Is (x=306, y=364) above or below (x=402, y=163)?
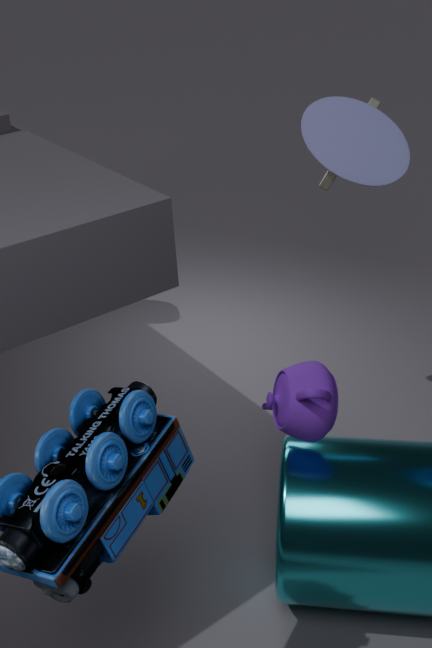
below
